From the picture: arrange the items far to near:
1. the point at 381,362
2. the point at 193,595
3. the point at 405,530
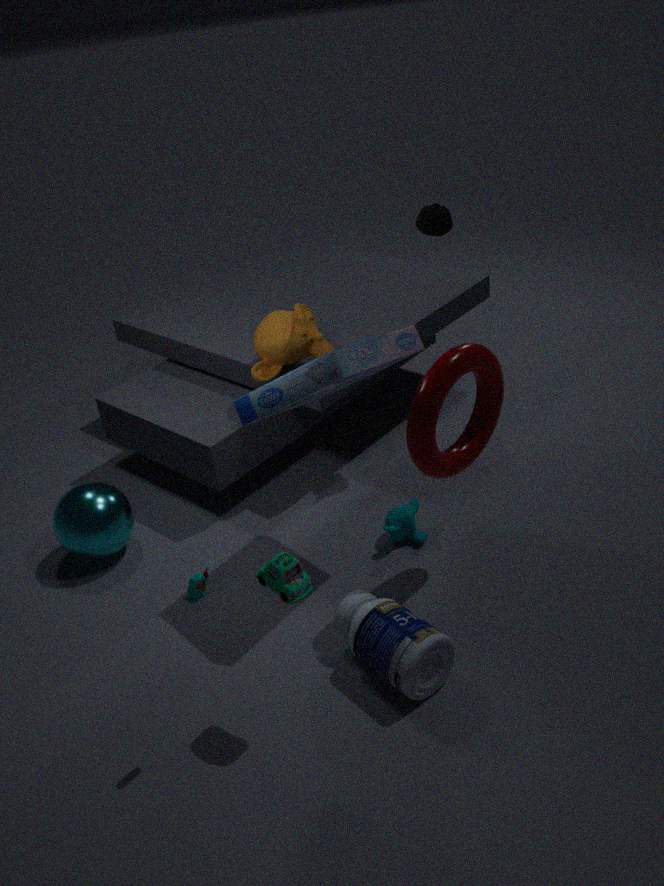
1. the point at 405,530
2. the point at 381,362
3. the point at 193,595
